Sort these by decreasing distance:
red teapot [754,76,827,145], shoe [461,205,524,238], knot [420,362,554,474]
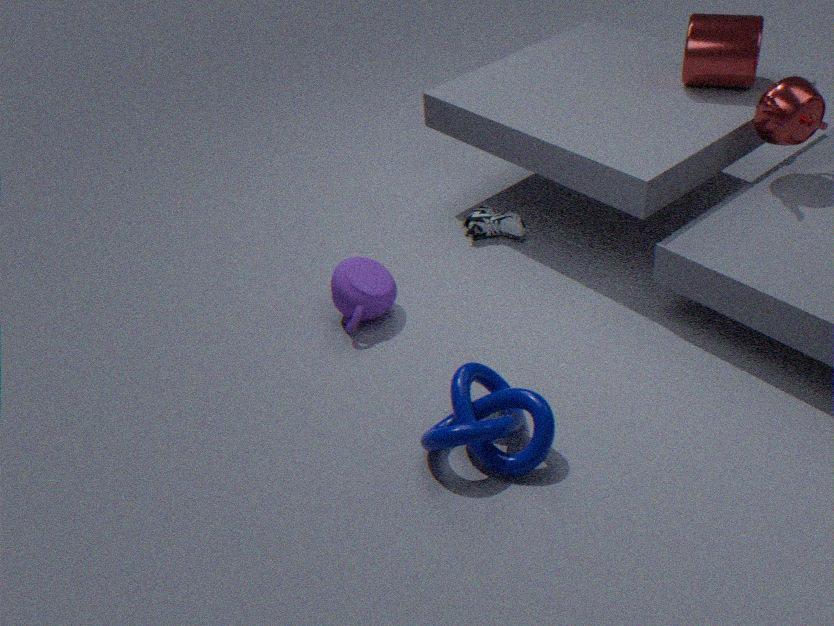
shoe [461,205,524,238] < red teapot [754,76,827,145] < knot [420,362,554,474]
